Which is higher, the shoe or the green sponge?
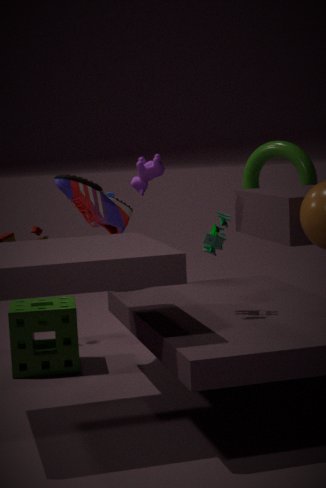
the shoe
